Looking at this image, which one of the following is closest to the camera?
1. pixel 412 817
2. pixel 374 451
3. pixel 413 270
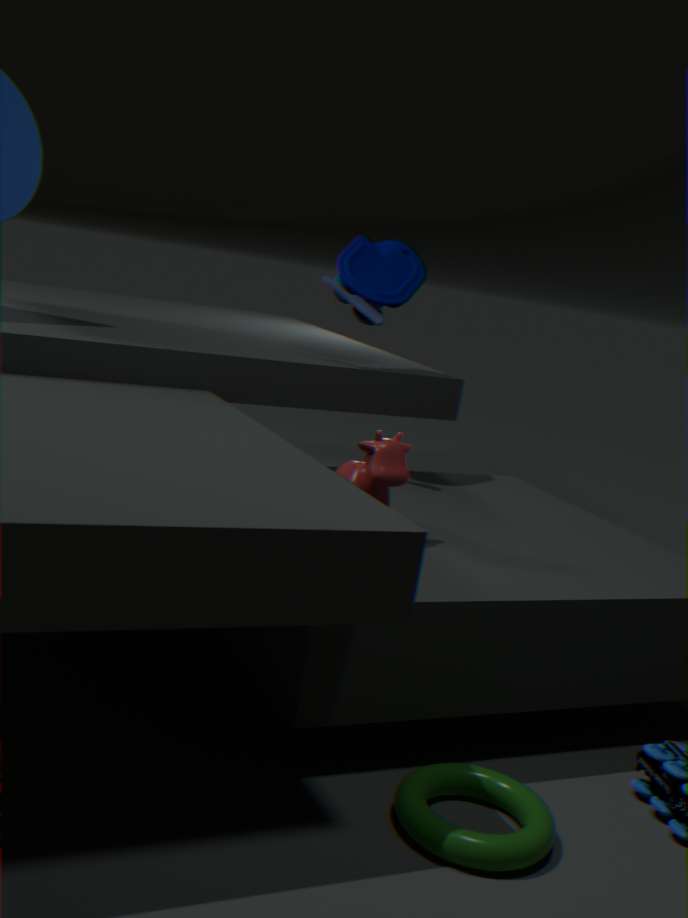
pixel 412 817
